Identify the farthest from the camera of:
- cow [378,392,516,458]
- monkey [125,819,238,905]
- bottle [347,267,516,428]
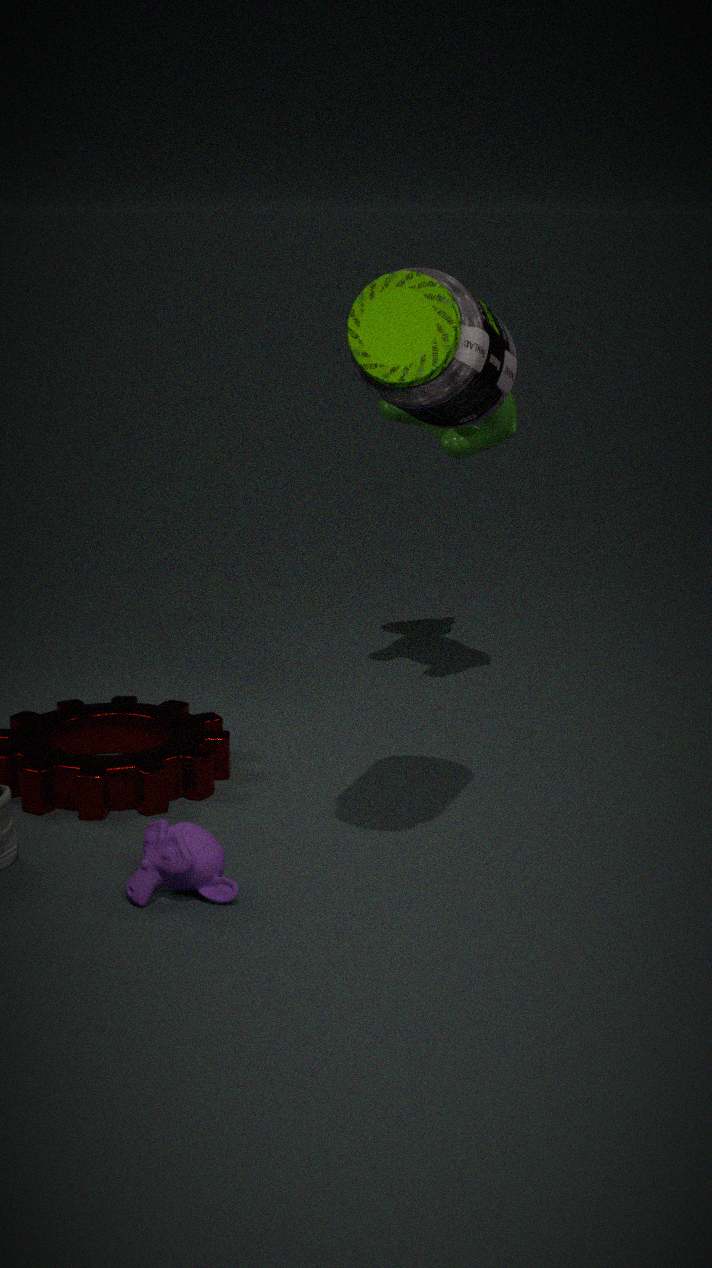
cow [378,392,516,458]
